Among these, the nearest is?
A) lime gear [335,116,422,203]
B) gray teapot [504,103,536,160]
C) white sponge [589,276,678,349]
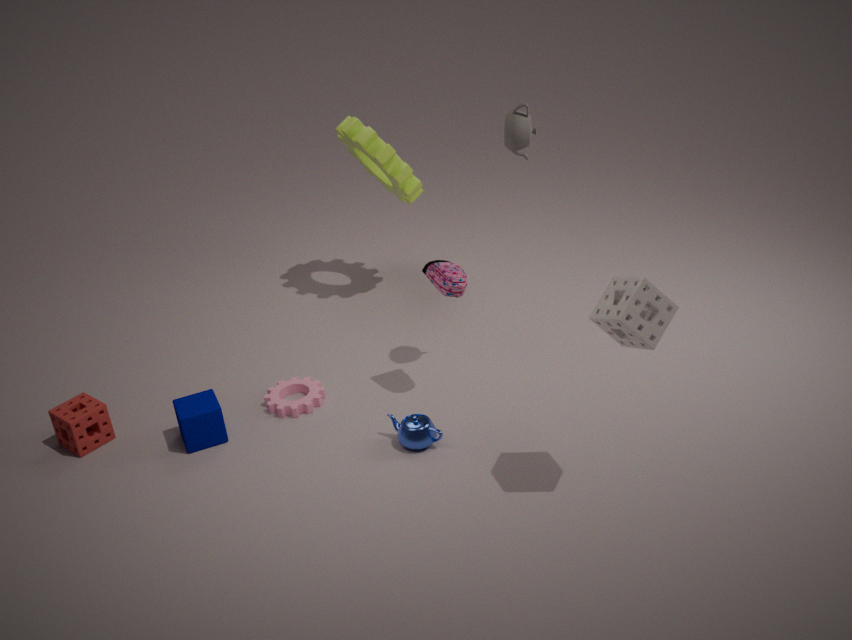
white sponge [589,276,678,349]
